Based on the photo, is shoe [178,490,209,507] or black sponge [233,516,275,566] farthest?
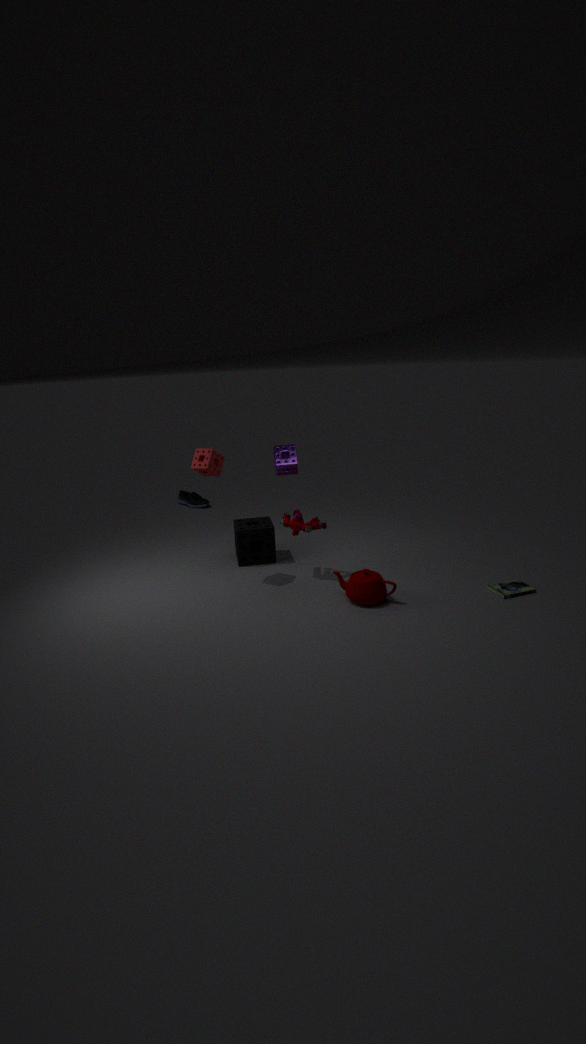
shoe [178,490,209,507]
